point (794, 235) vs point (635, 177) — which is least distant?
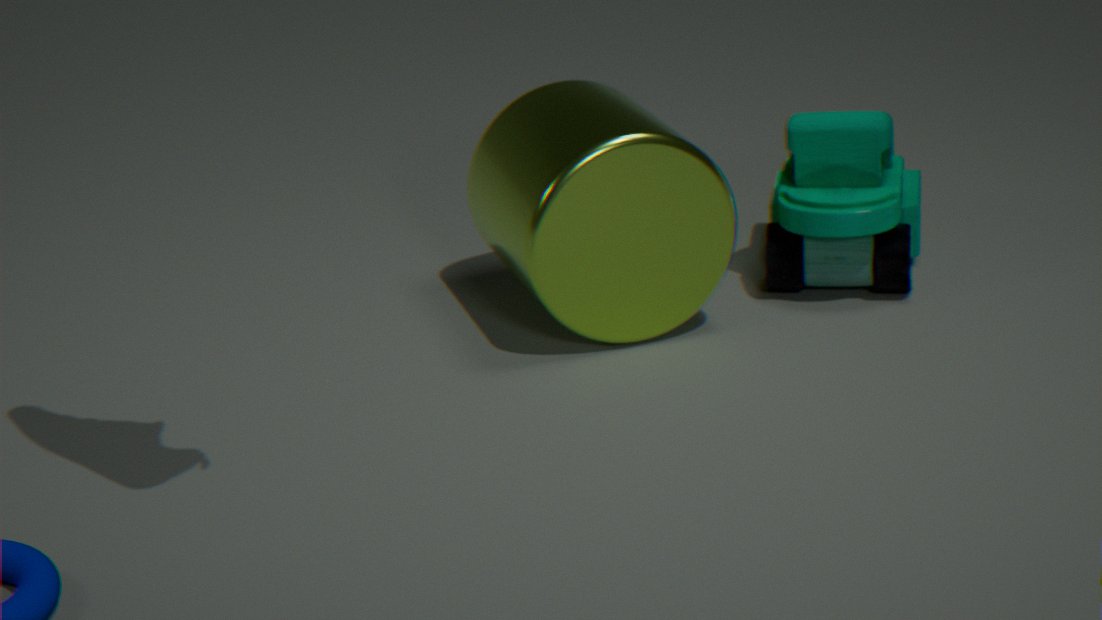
point (635, 177)
